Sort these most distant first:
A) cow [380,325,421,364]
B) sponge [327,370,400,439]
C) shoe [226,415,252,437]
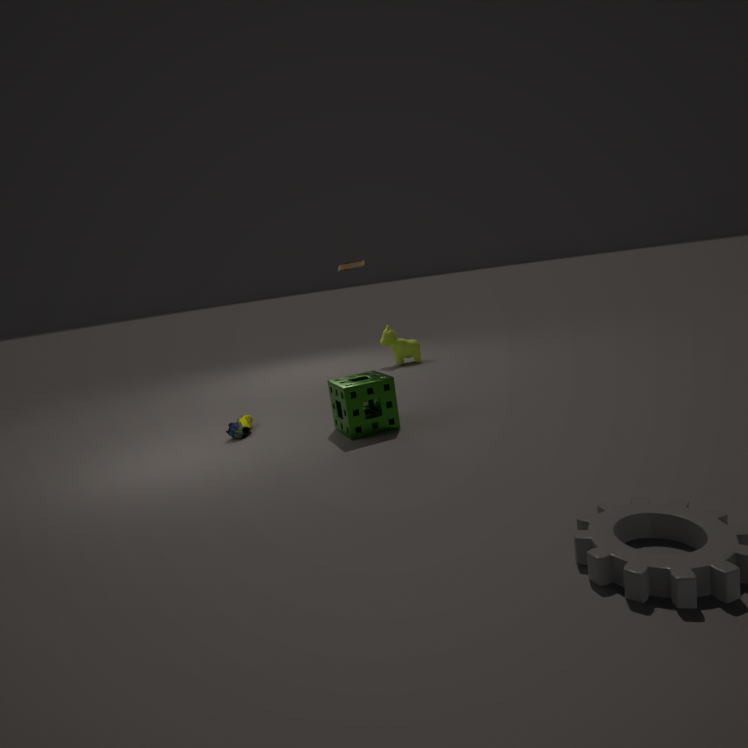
1. cow [380,325,421,364]
2. shoe [226,415,252,437]
3. sponge [327,370,400,439]
